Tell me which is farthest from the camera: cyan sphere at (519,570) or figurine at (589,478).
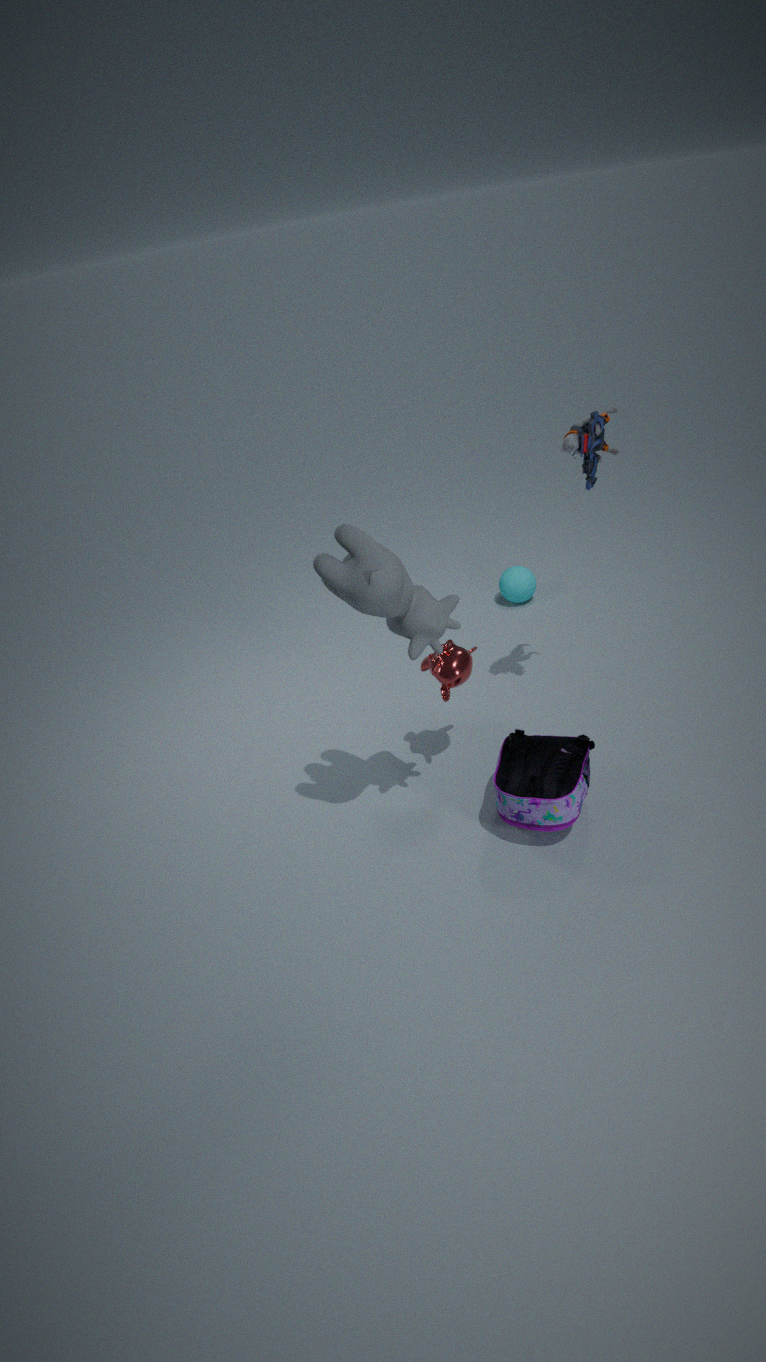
cyan sphere at (519,570)
